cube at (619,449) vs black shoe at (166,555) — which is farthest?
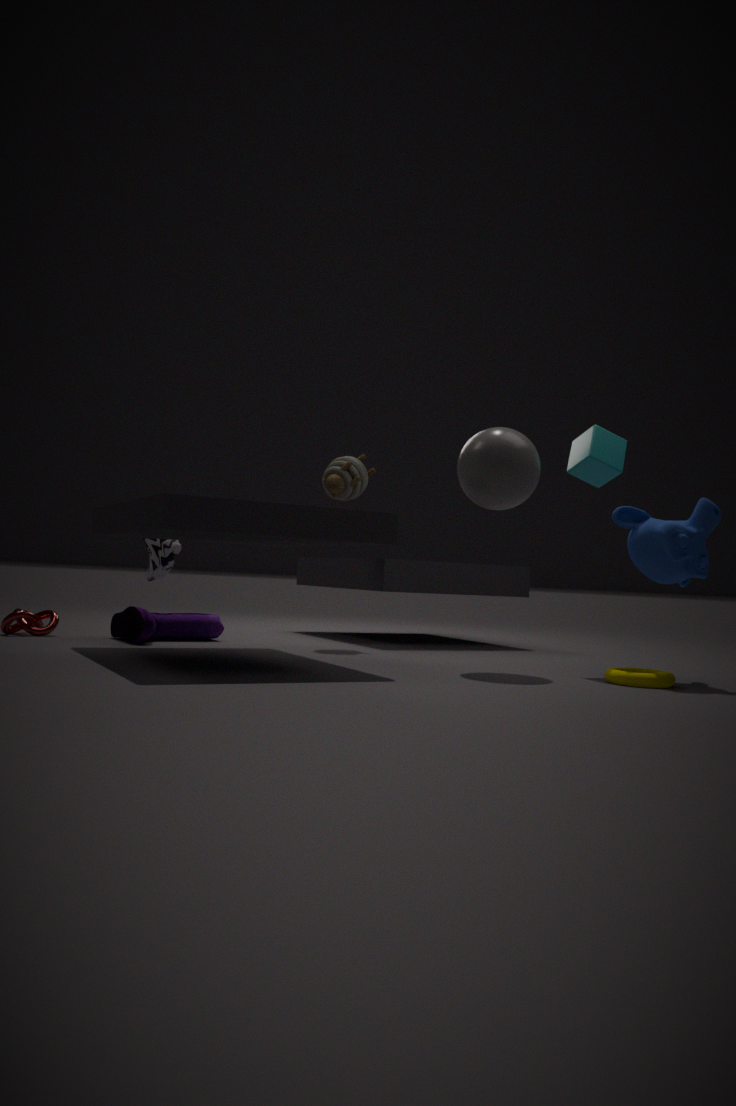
black shoe at (166,555)
